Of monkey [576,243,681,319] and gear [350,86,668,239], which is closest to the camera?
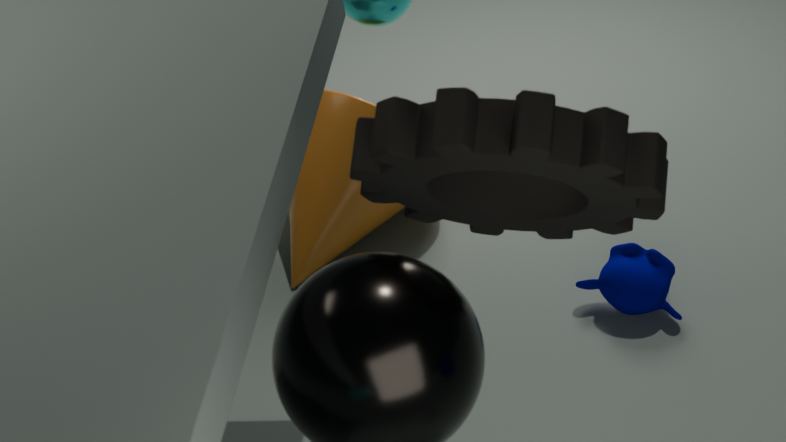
gear [350,86,668,239]
